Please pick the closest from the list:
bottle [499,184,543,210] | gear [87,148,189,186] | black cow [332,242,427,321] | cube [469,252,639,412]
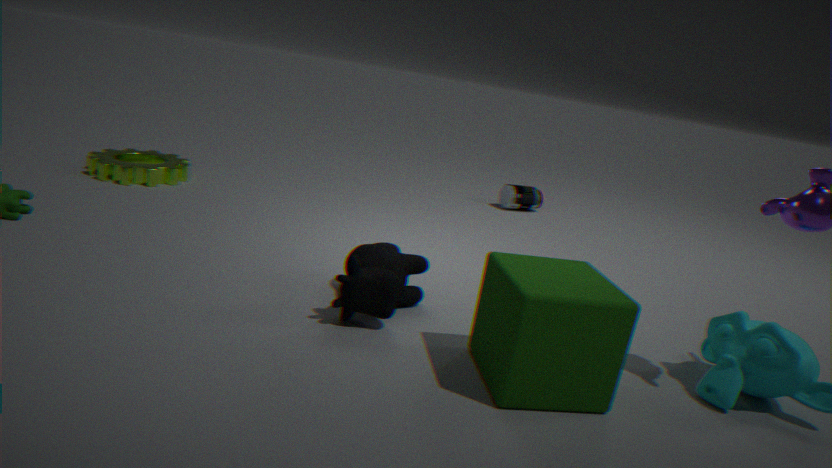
cube [469,252,639,412]
